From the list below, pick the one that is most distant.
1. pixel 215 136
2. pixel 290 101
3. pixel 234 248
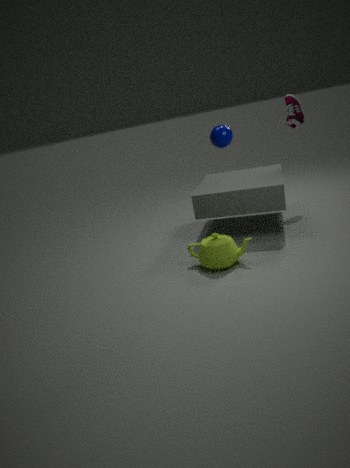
pixel 290 101
